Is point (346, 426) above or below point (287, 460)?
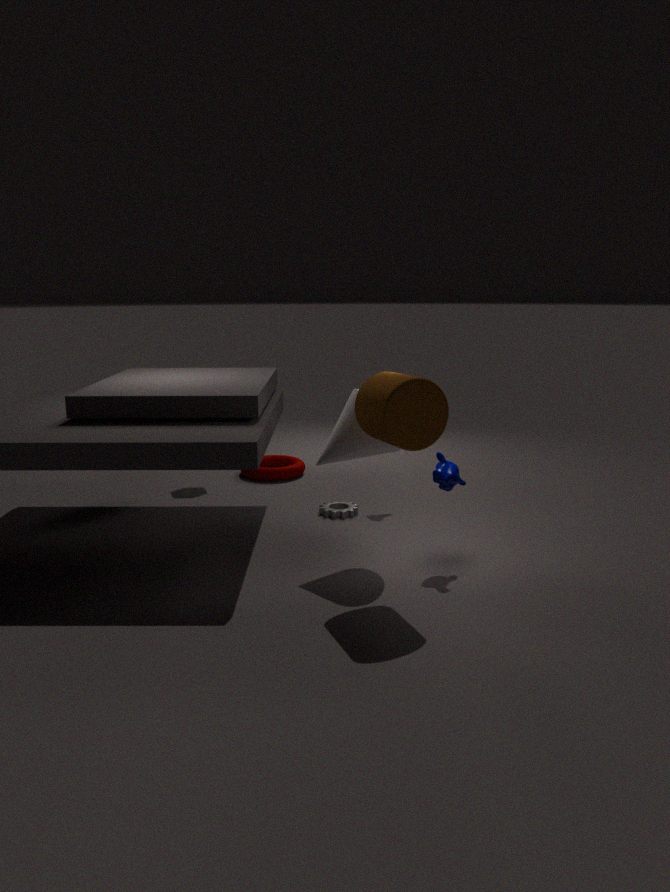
above
